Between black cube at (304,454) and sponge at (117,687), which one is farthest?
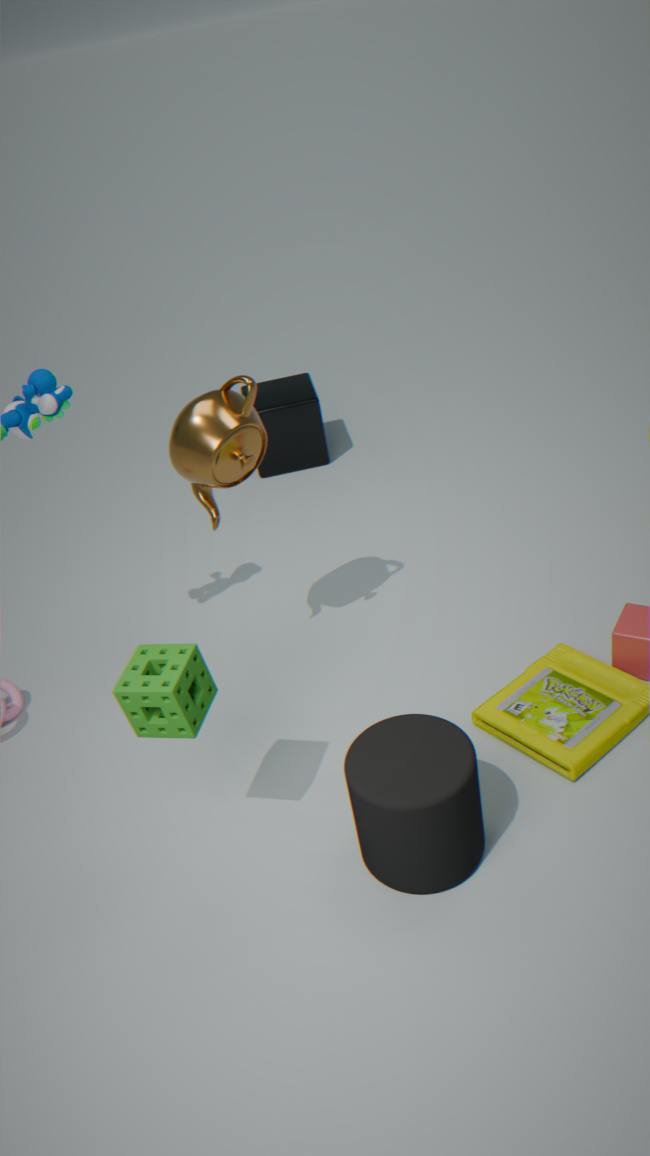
black cube at (304,454)
